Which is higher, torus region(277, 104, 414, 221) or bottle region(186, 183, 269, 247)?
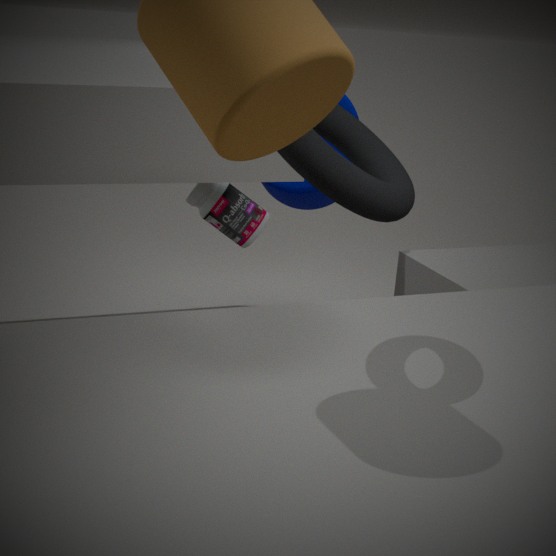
torus region(277, 104, 414, 221)
